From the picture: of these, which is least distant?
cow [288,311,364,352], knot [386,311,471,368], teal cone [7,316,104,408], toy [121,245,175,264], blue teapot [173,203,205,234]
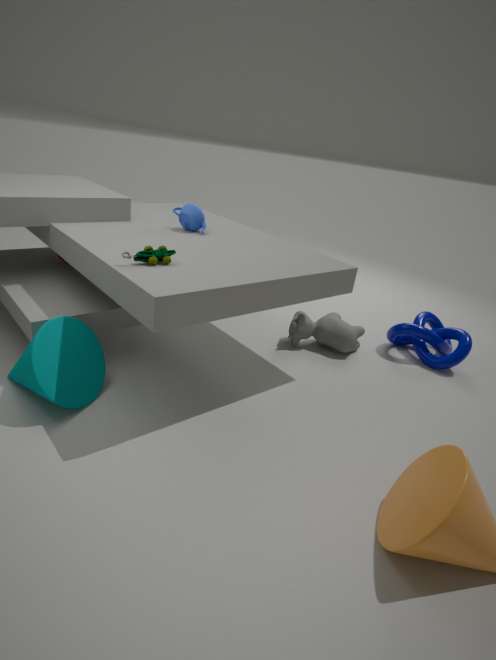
teal cone [7,316,104,408]
